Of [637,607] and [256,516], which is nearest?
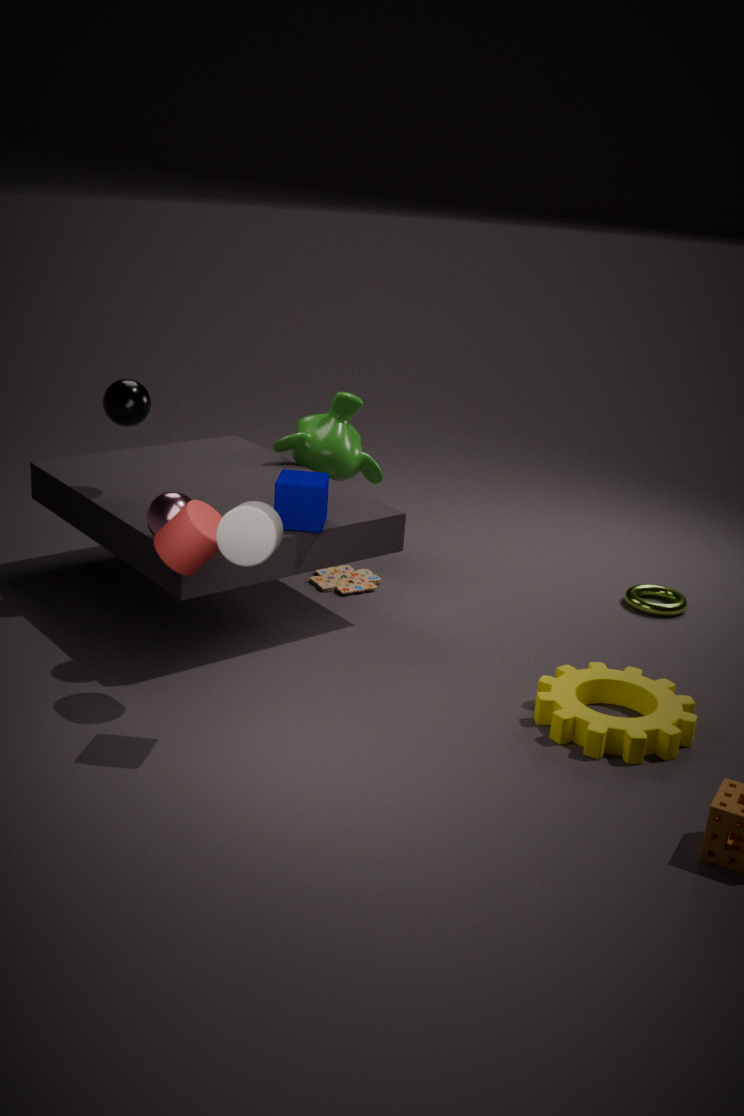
[256,516]
